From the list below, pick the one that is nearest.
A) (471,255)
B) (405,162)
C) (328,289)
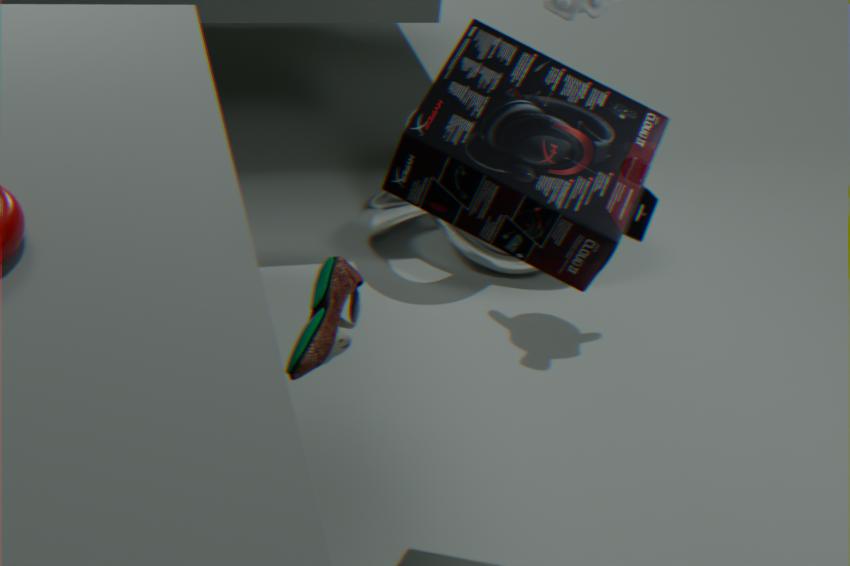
(405,162)
